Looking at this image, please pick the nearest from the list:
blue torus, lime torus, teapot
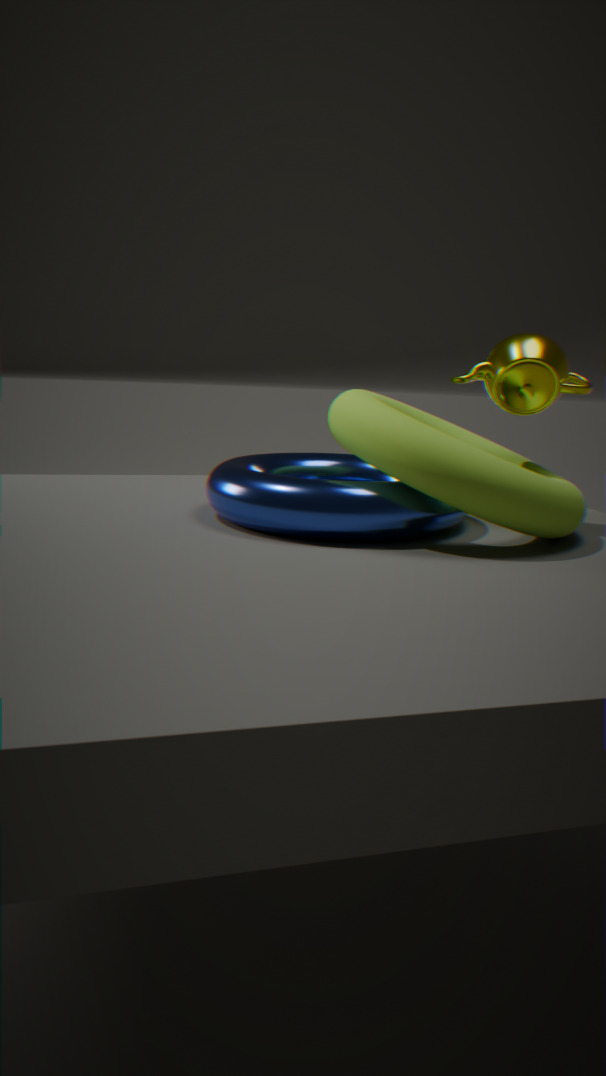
lime torus
